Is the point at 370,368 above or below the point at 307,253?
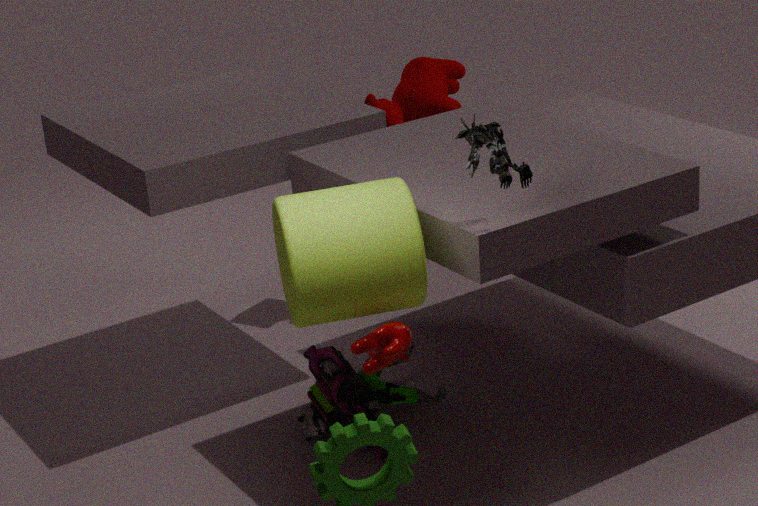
below
